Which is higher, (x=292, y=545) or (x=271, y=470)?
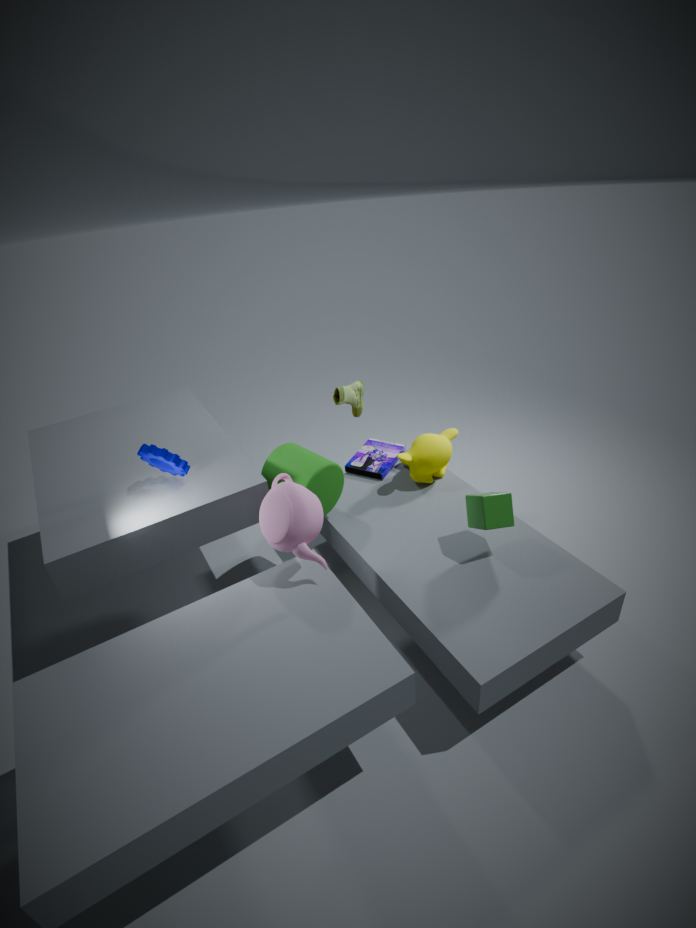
(x=292, y=545)
